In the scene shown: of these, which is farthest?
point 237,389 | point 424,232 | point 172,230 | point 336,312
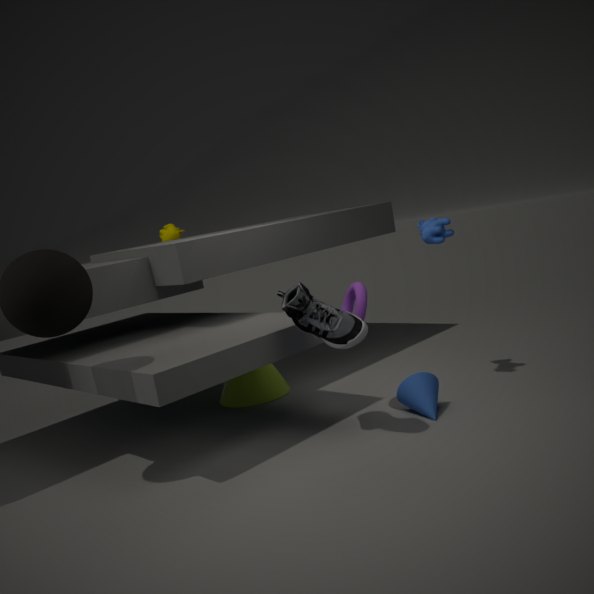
point 172,230
